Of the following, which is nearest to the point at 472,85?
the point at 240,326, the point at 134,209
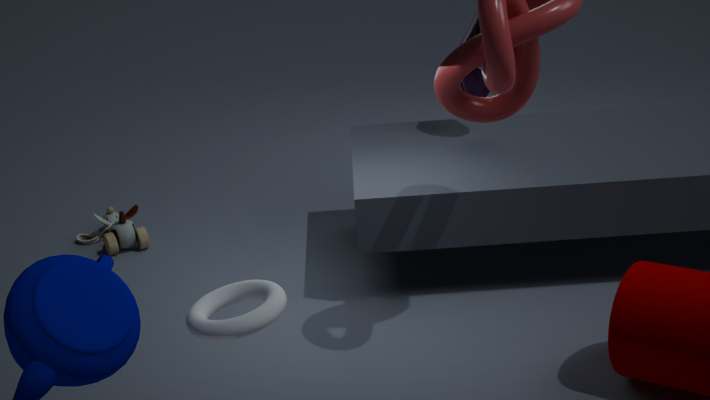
the point at 134,209
